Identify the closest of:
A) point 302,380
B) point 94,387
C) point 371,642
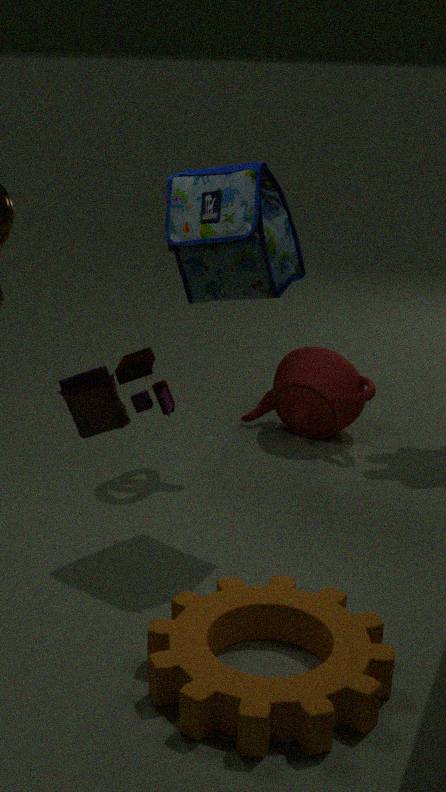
point 94,387
